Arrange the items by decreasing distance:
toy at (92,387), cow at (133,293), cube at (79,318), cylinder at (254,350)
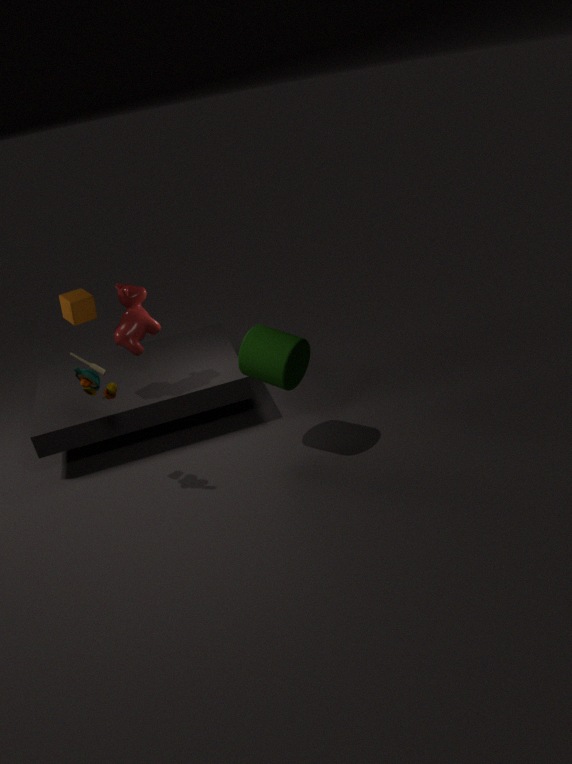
cow at (133,293), cube at (79,318), cylinder at (254,350), toy at (92,387)
